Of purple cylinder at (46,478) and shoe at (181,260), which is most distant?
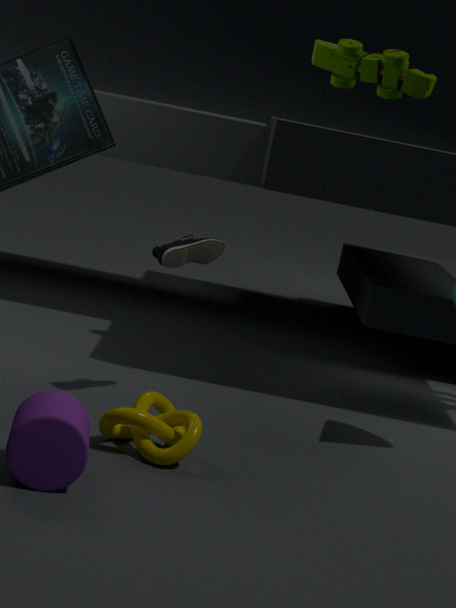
shoe at (181,260)
